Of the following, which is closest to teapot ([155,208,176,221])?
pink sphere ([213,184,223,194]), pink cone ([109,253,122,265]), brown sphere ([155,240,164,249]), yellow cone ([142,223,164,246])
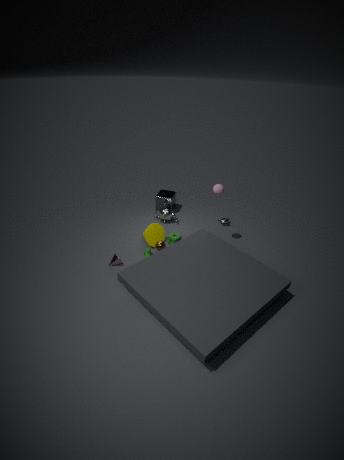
yellow cone ([142,223,164,246])
